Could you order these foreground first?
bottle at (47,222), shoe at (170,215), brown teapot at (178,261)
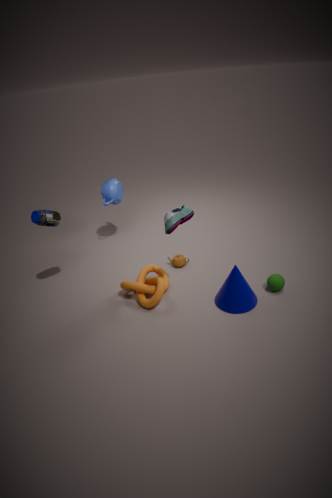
shoe at (170,215) < bottle at (47,222) < brown teapot at (178,261)
